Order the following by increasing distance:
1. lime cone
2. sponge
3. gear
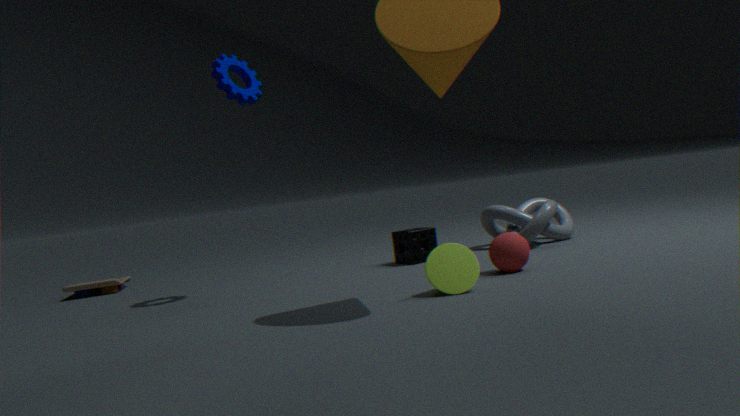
lime cone, gear, sponge
